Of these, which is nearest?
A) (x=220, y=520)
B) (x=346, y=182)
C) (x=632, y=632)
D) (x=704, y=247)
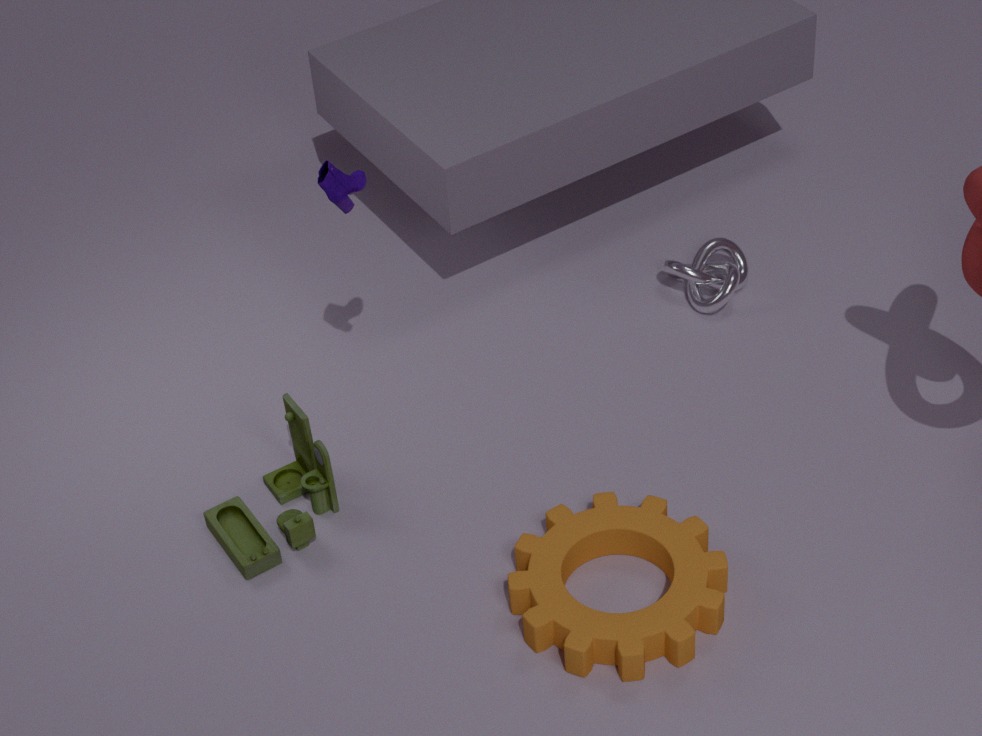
(x=632, y=632)
